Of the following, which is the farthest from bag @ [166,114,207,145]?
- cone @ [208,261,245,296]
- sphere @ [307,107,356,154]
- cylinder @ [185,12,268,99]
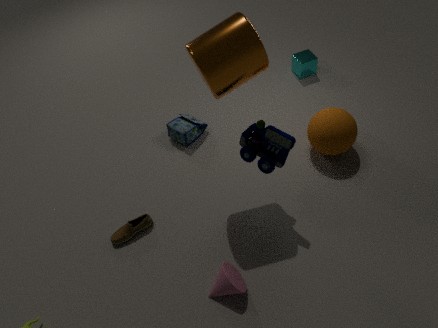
cone @ [208,261,245,296]
